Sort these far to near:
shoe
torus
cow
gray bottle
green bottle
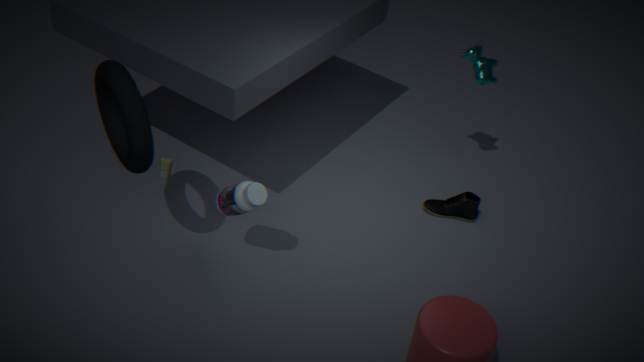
green bottle, shoe, cow, gray bottle, torus
